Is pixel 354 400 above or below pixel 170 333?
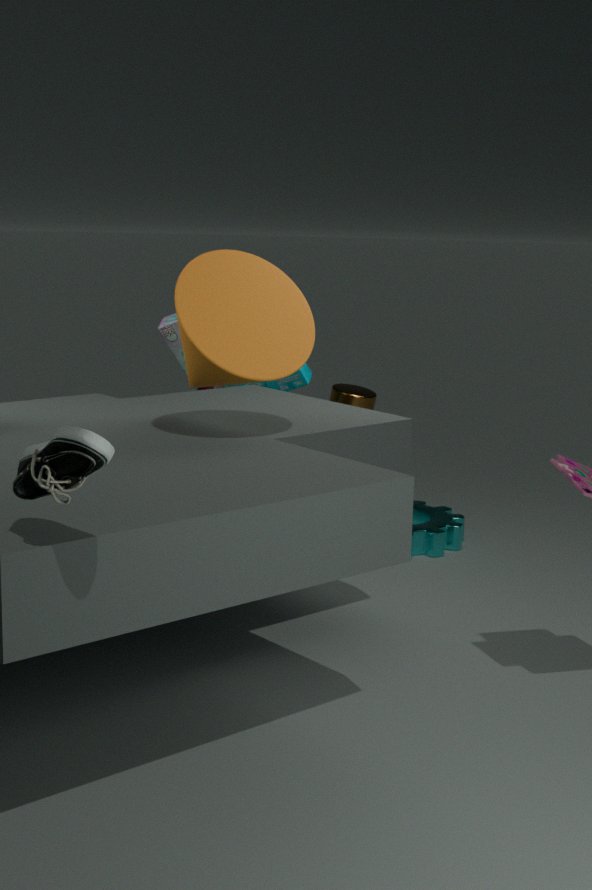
below
